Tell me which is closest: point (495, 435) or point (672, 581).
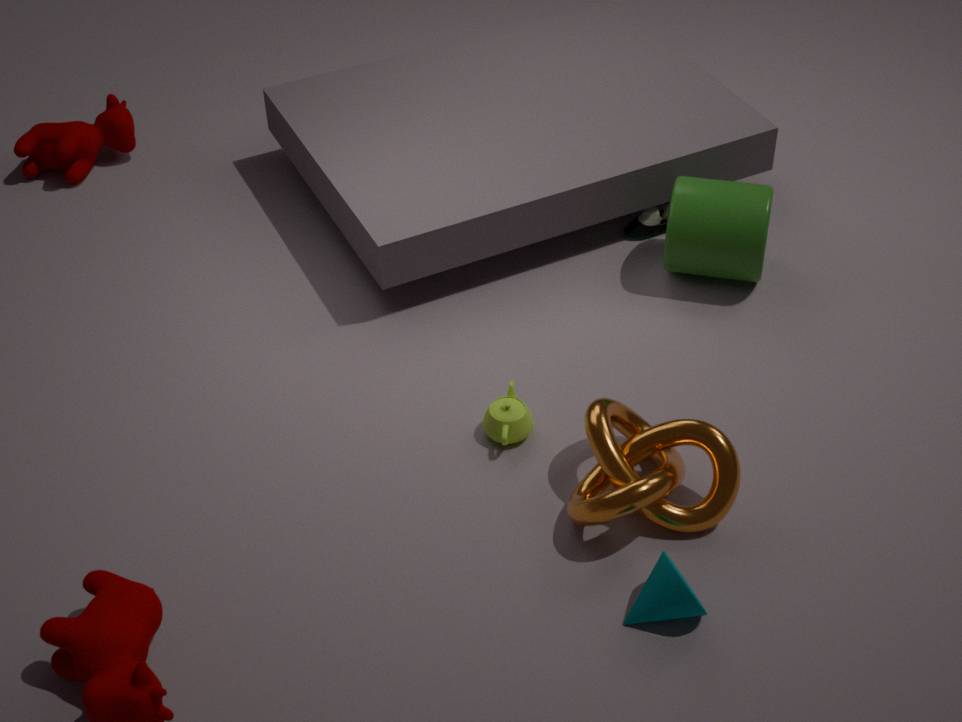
point (672, 581)
